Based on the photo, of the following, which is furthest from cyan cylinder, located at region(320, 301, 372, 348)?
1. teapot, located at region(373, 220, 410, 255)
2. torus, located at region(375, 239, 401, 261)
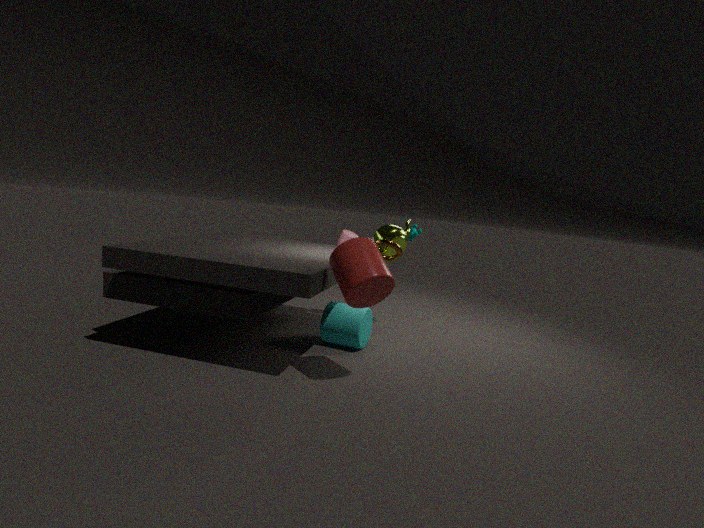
teapot, located at region(373, 220, 410, 255)
